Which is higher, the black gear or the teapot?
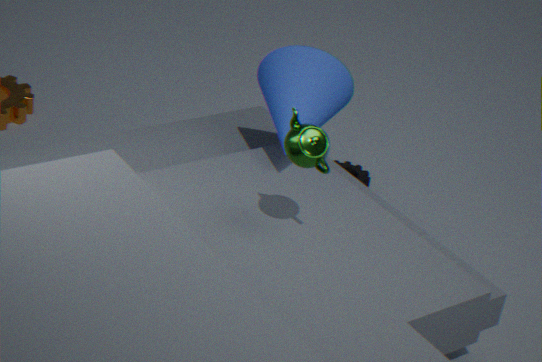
the teapot
